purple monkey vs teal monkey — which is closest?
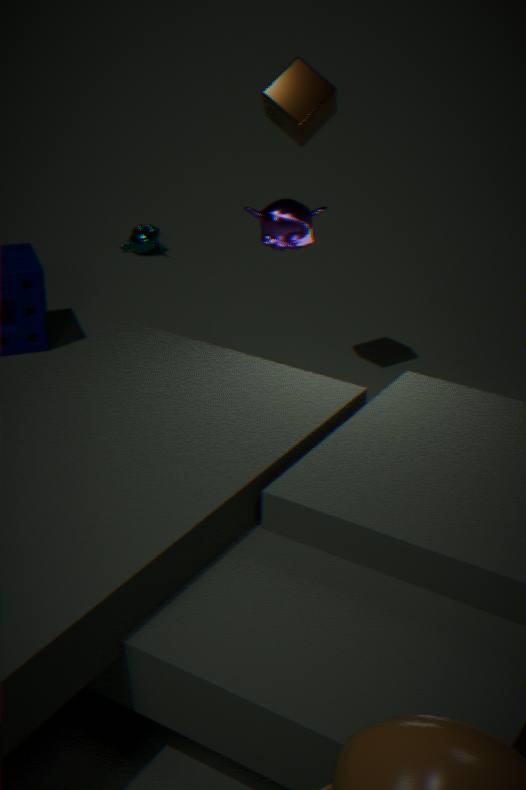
purple monkey
